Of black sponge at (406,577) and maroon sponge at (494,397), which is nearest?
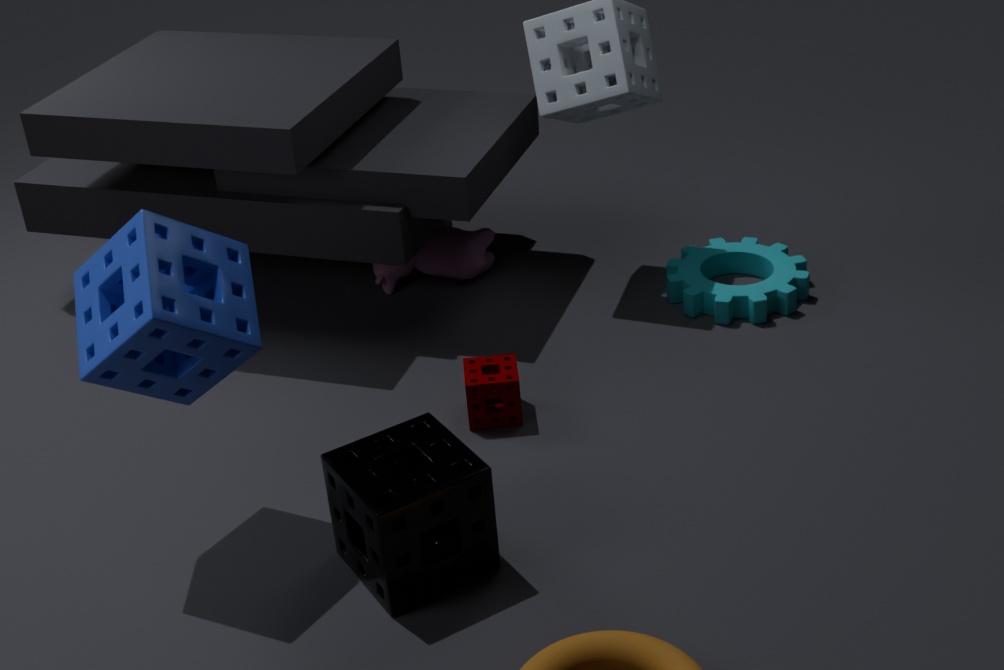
black sponge at (406,577)
